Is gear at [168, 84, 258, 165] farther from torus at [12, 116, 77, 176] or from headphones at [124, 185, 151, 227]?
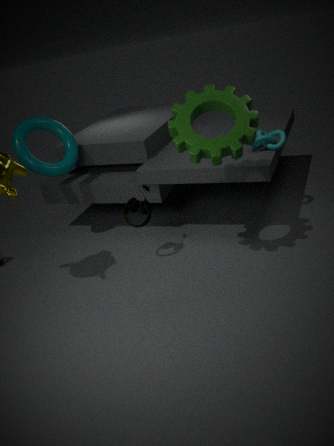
torus at [12, 116, 77, 176]
